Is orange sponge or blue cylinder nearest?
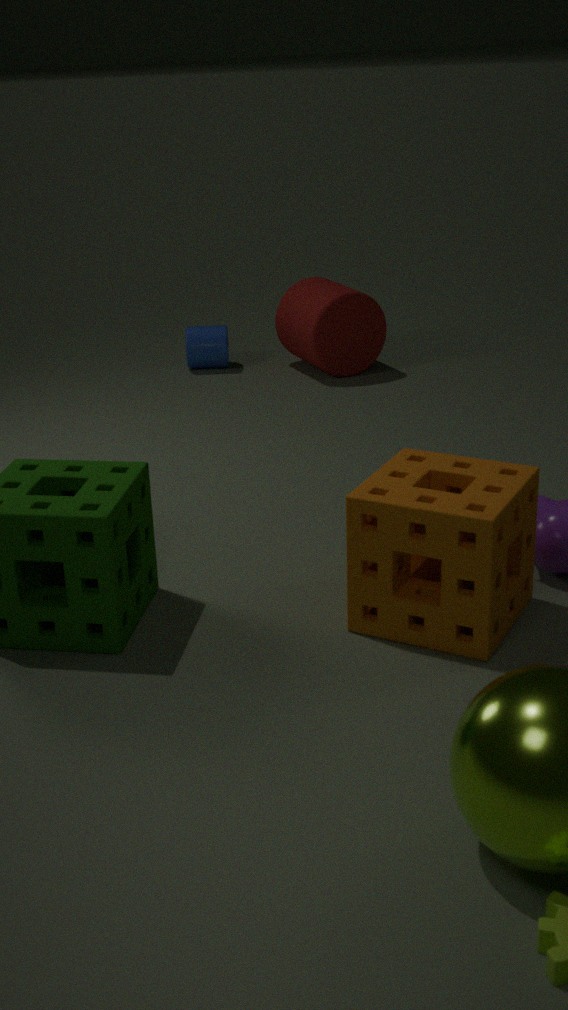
orange sponge
